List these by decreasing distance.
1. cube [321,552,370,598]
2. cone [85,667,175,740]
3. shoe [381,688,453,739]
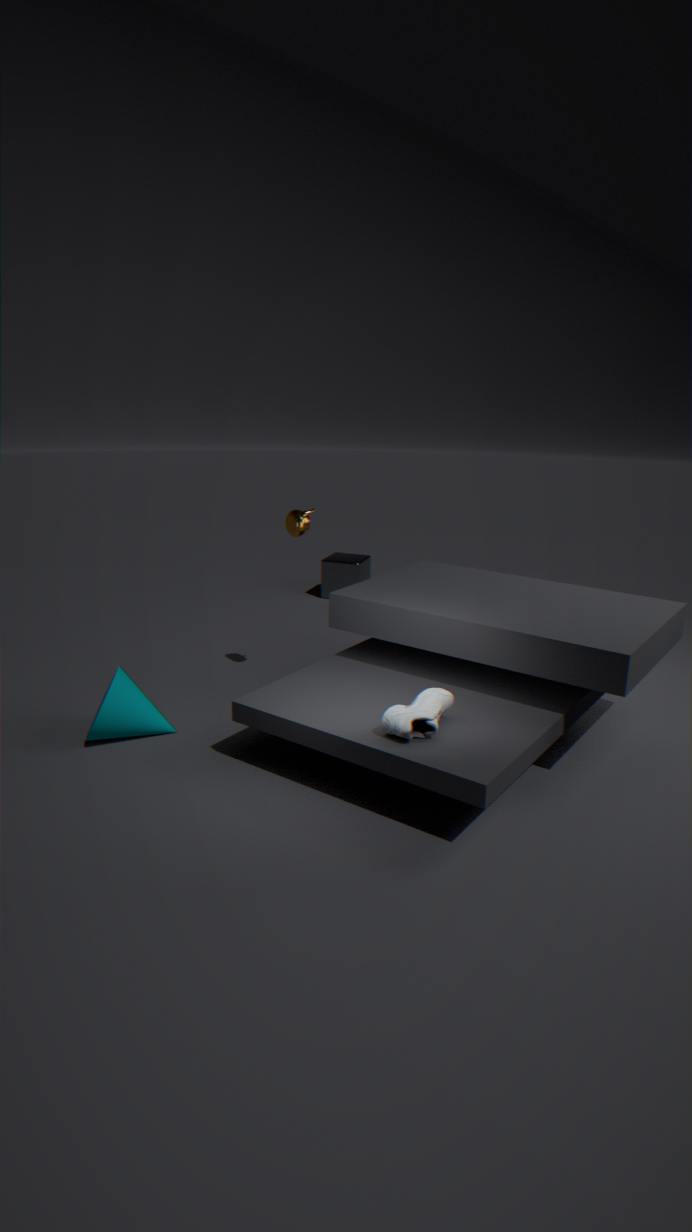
cube [321,552,370,598] < cone [85,667,175,740] < shoe [381,688,453,739]
